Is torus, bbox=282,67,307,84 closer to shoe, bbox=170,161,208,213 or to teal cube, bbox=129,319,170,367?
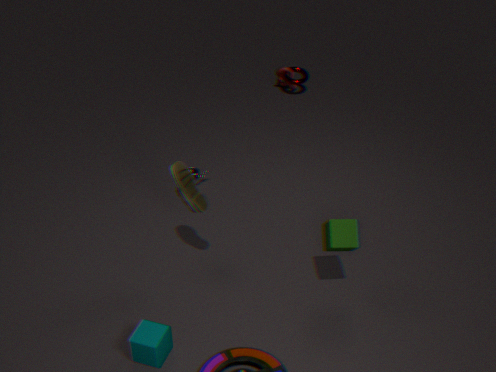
shoe, bbox=170,161,208,213
